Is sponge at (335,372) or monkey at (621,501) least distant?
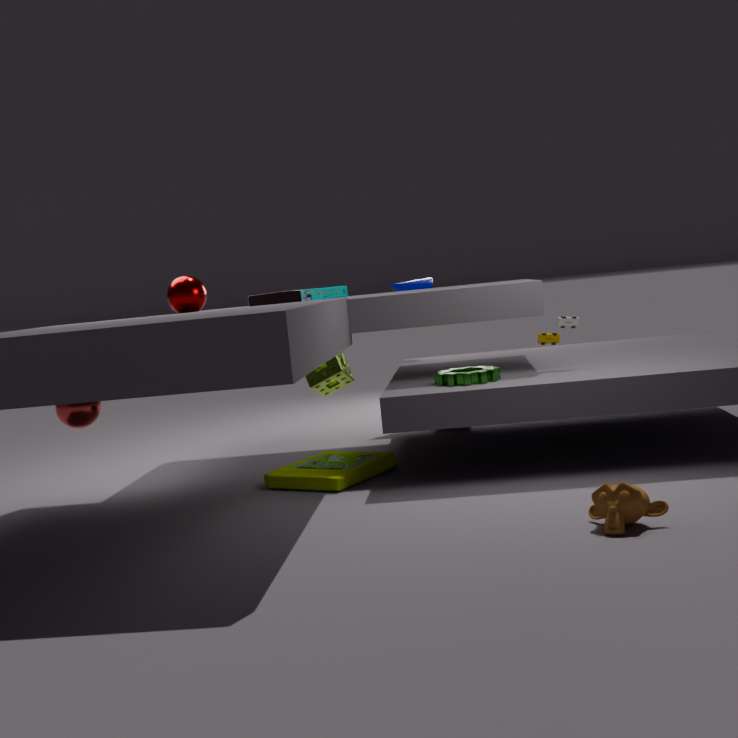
monkey at (621,501)
